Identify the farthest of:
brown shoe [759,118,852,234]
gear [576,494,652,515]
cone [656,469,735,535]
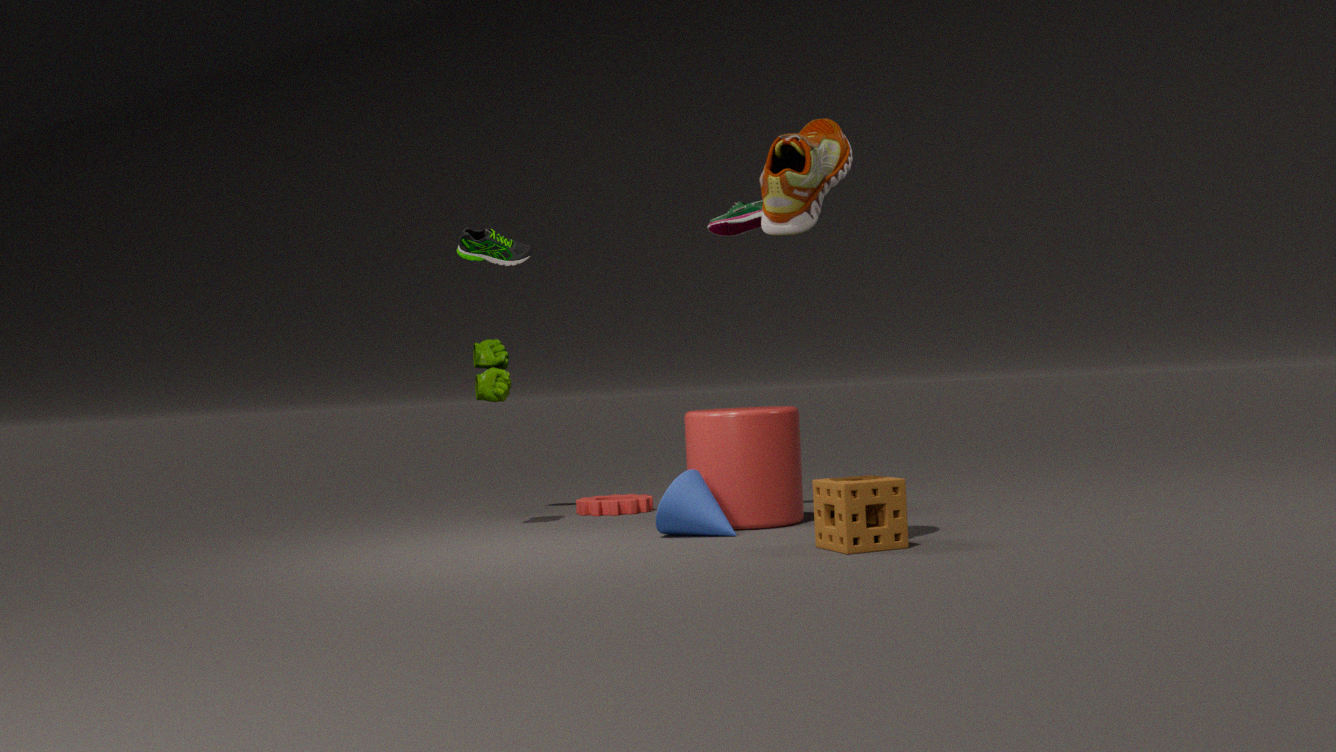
gear [576,494,652,515]
